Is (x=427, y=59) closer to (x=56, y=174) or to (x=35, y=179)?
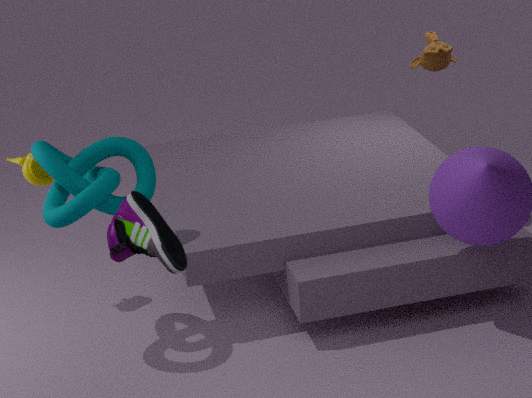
(x=56, y=174)
